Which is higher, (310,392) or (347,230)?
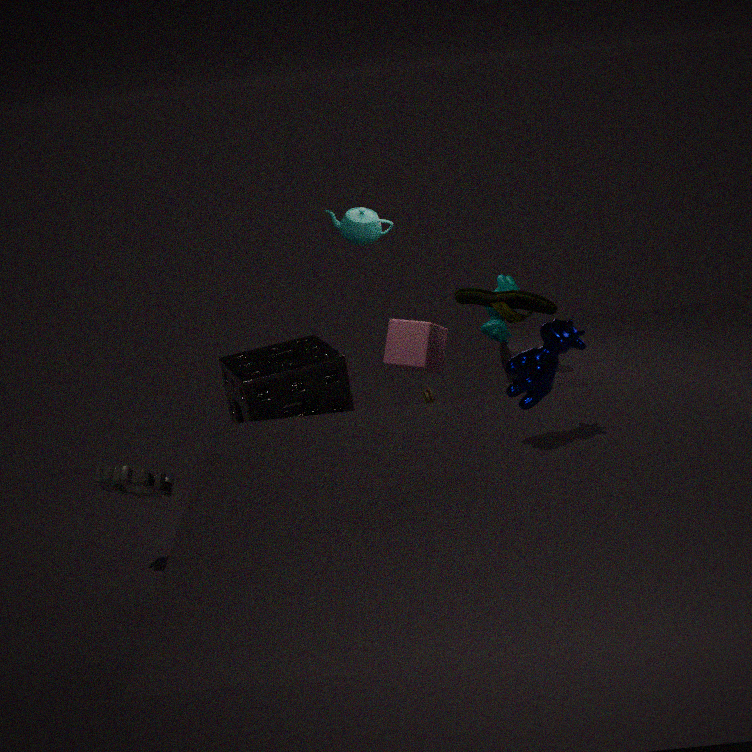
(347,230)
